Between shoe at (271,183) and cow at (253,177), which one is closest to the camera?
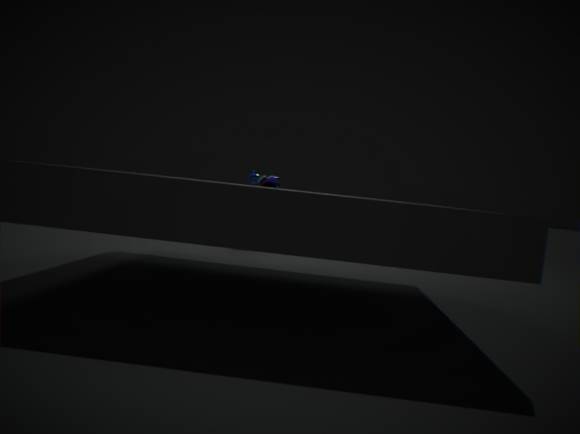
shoe at (271,183)
